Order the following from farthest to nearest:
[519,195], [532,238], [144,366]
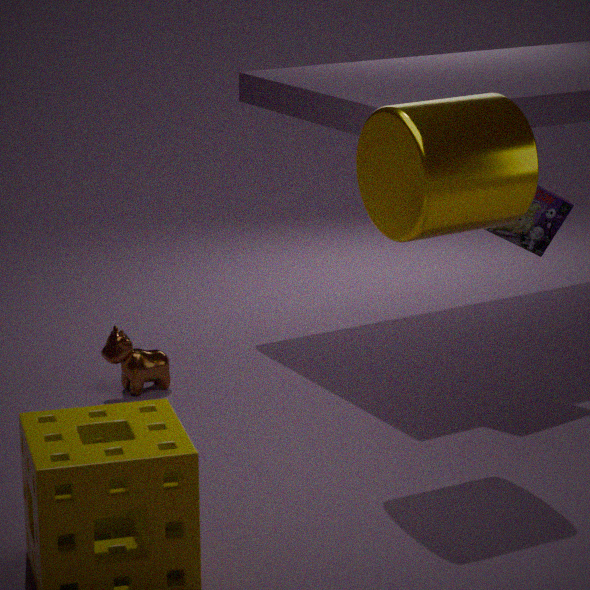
[532,238] < [144,366] < [519,195]
